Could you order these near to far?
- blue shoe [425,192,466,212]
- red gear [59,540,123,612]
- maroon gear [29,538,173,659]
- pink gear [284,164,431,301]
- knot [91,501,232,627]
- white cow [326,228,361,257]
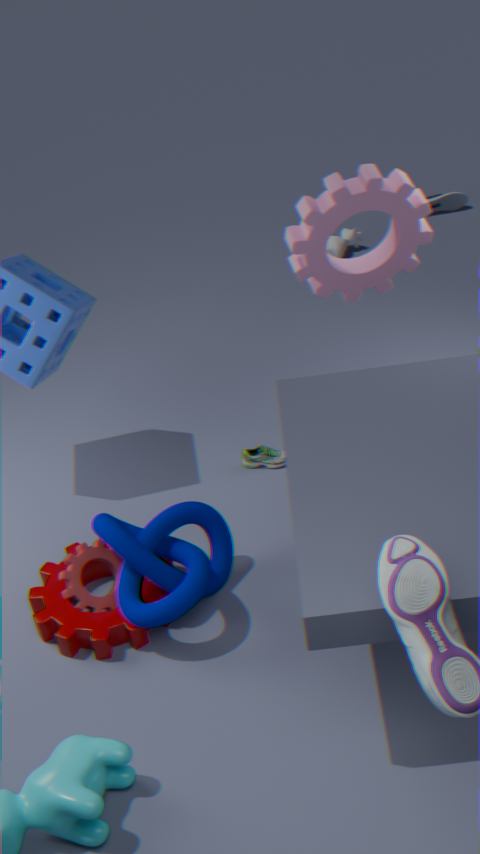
1. knot [91,501,232,627]
2. maroon gear [29,538,173,659]
3. pink gear [284,164,431,301]
4. red gear [59,540,123,612]
5. white cow [326,228,361,257]
6. blue shoe [425,192,466,212]
